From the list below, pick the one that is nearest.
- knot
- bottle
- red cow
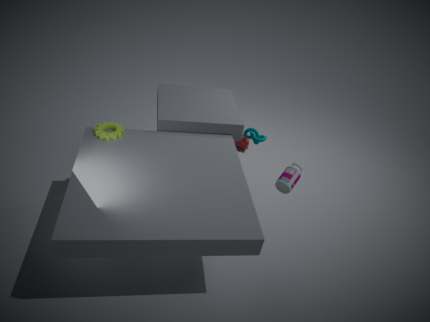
bottle
